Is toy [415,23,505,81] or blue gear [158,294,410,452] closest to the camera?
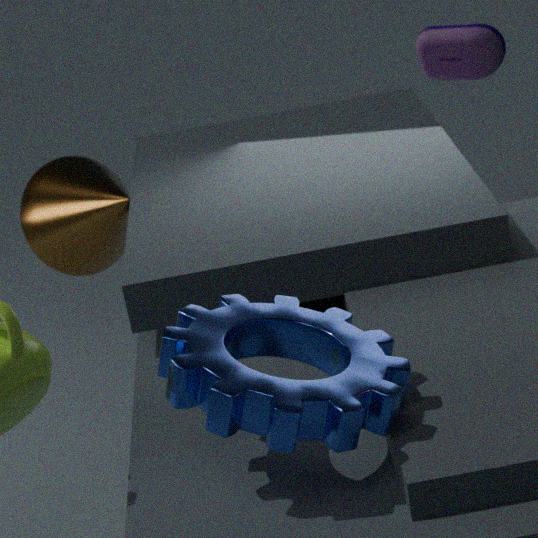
blue gear [158,294,410,452]
